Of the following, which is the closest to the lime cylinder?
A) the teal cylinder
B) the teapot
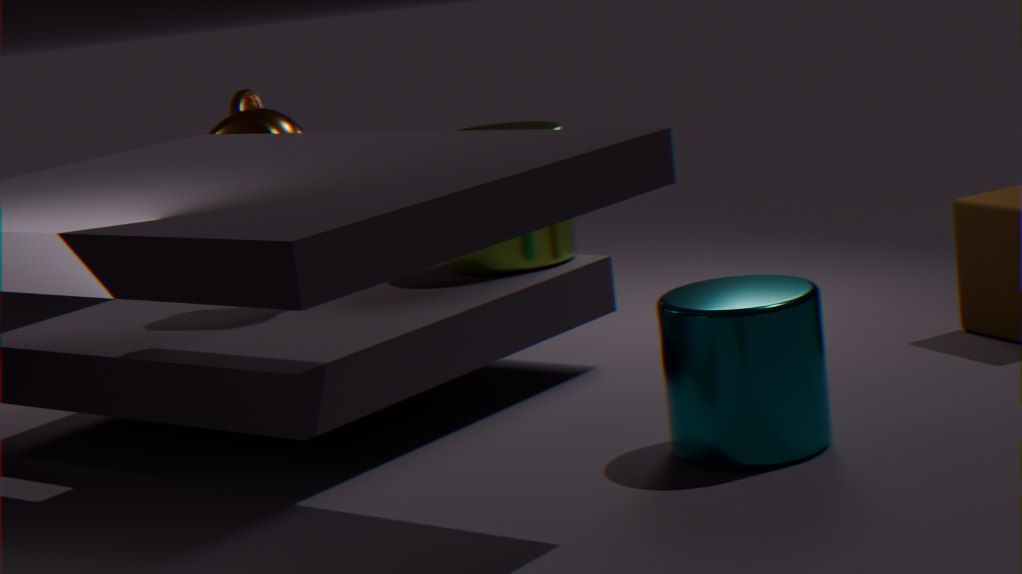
the teapot
